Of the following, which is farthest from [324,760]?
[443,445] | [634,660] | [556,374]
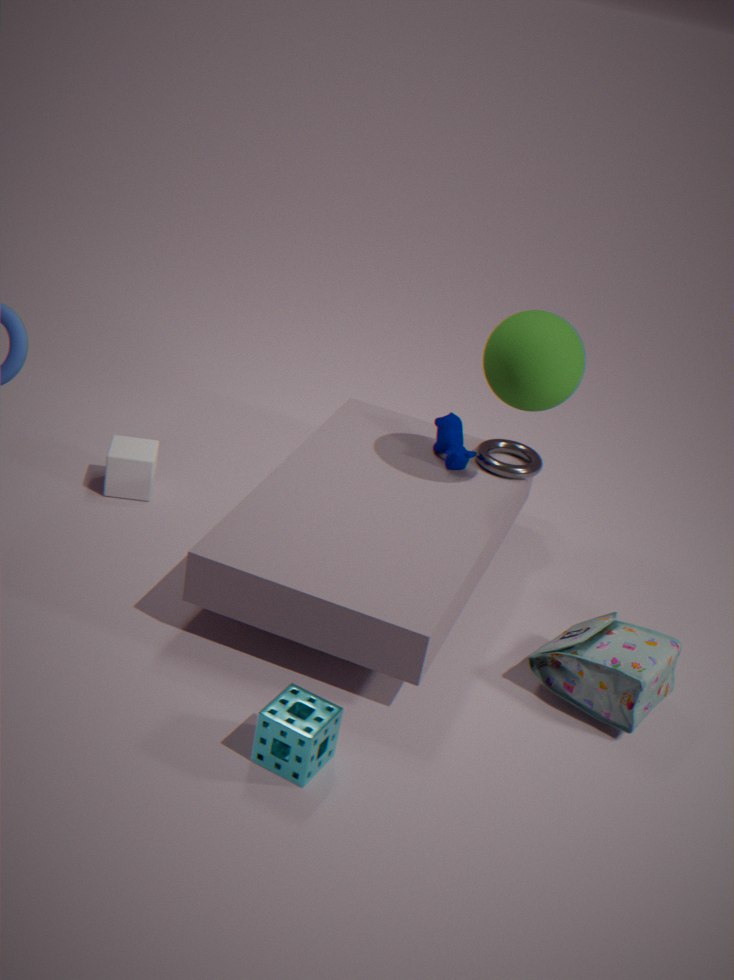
[556,374]
